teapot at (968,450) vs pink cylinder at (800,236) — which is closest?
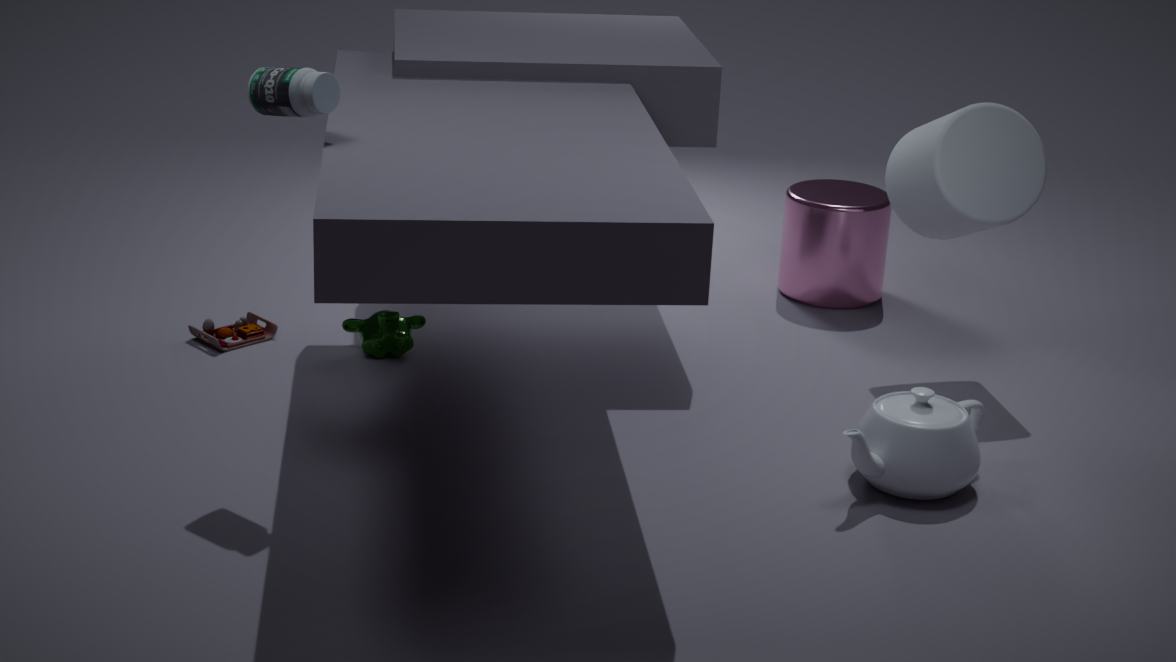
teapot at (968,450)
